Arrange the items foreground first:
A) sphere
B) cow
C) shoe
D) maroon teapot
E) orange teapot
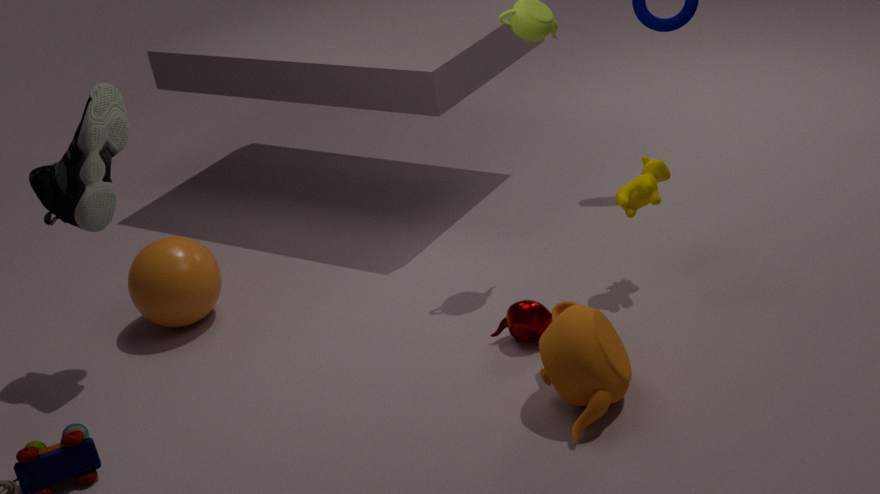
orange teapot, maroon teapot, shoe, cow, sphere
